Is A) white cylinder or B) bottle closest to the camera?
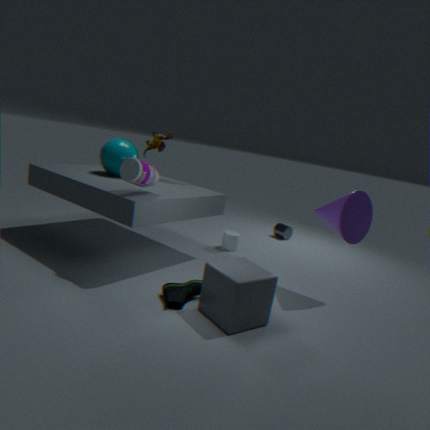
B. bottle
